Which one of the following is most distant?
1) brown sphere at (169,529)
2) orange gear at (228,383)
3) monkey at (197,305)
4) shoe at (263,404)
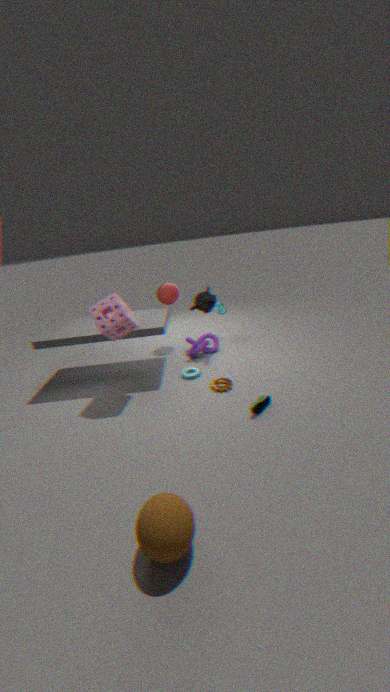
3. monkey at (197,305)
